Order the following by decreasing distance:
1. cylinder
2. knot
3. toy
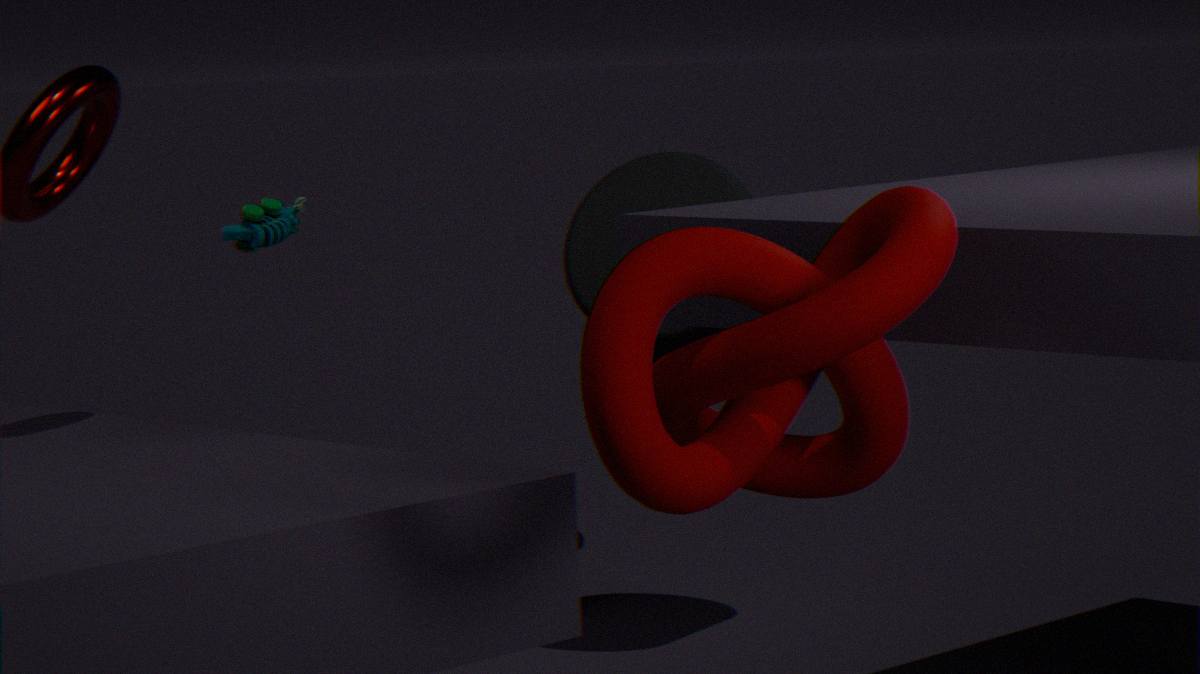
cylinder < toy < knot
